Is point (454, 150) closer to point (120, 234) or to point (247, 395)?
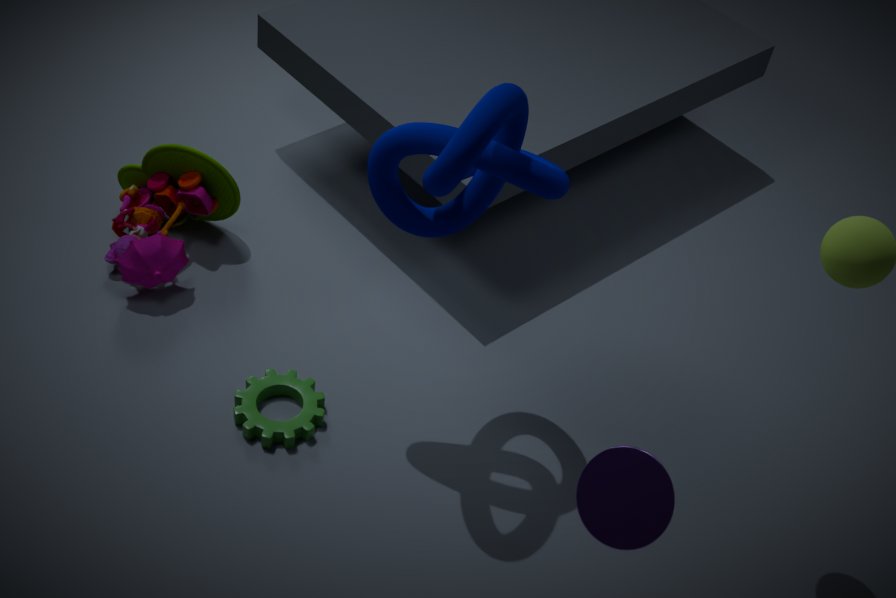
point (247, 395)
